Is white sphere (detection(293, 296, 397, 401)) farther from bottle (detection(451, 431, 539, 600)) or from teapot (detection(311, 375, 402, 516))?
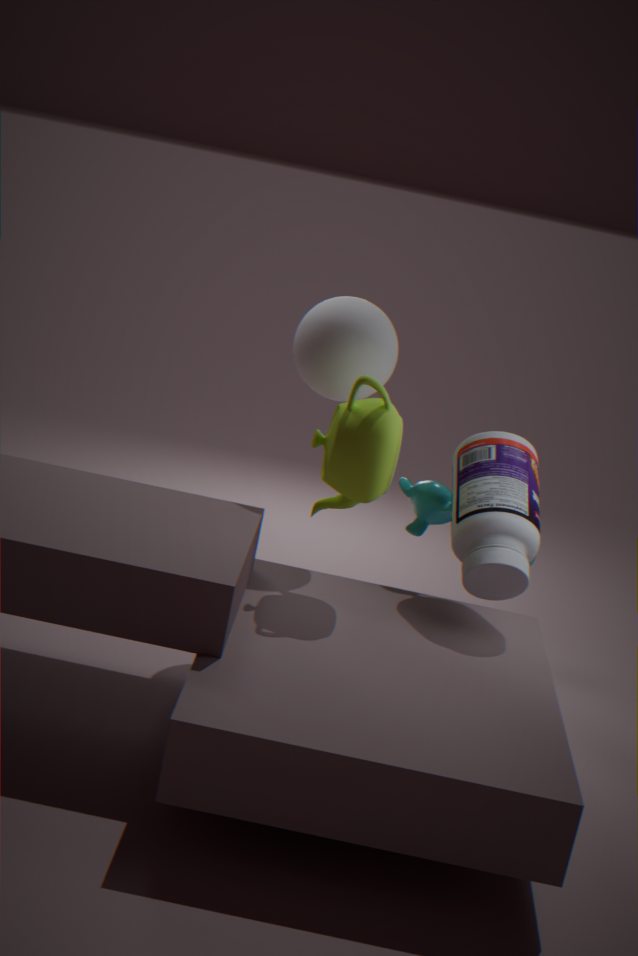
bottle (detection(451, 431, 539, 600))
